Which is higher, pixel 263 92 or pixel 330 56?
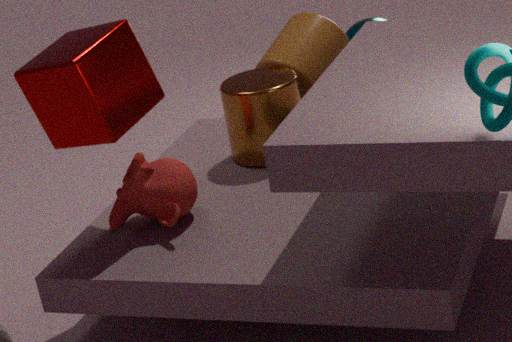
pixel 330 56
